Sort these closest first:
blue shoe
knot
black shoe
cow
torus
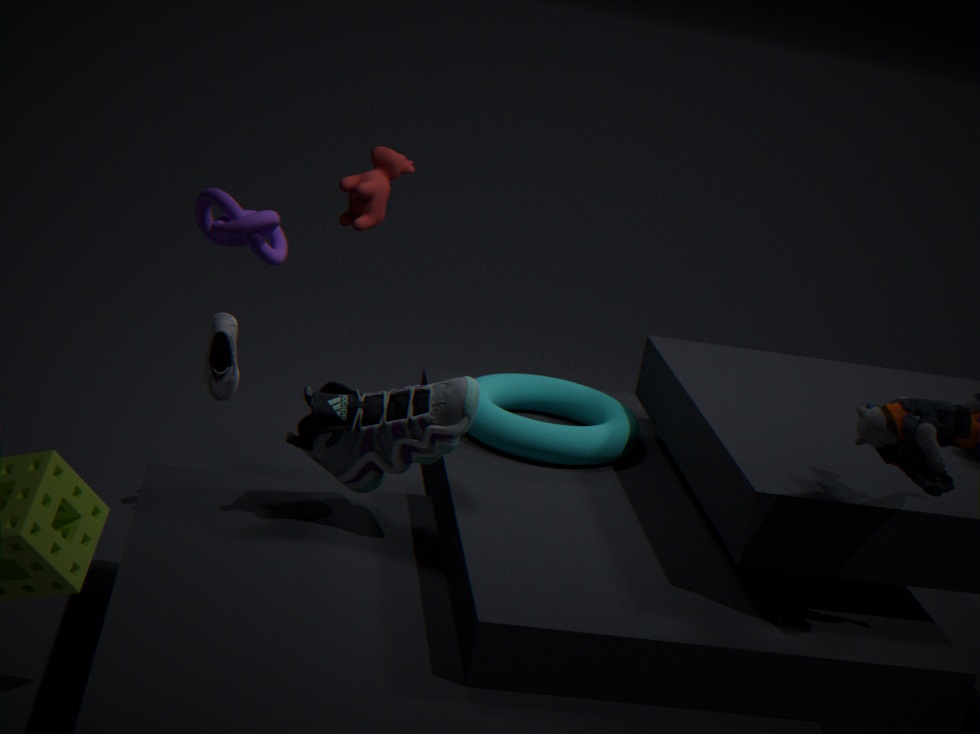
black shoe < blue shoe < knot < torus < cow
